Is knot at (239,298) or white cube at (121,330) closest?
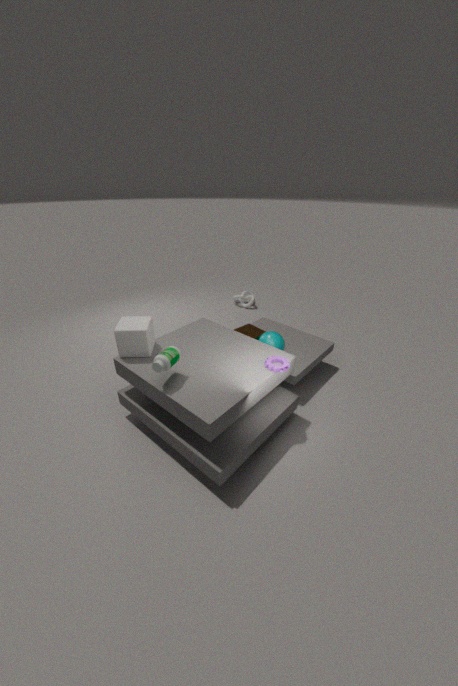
white cube at (121,330)
